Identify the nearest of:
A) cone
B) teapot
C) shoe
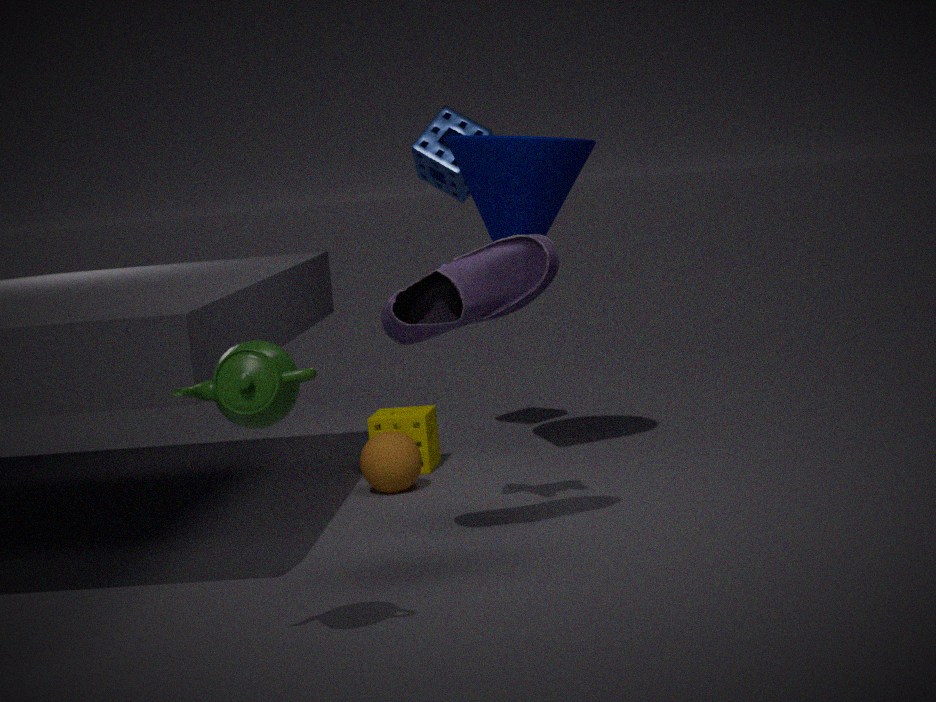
teapot
